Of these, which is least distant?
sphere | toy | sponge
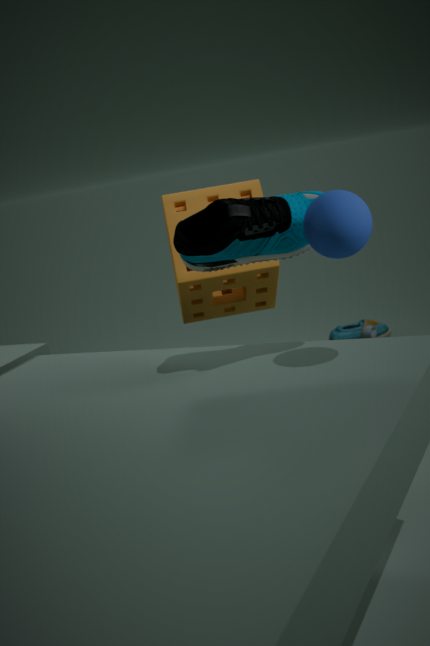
sphere
